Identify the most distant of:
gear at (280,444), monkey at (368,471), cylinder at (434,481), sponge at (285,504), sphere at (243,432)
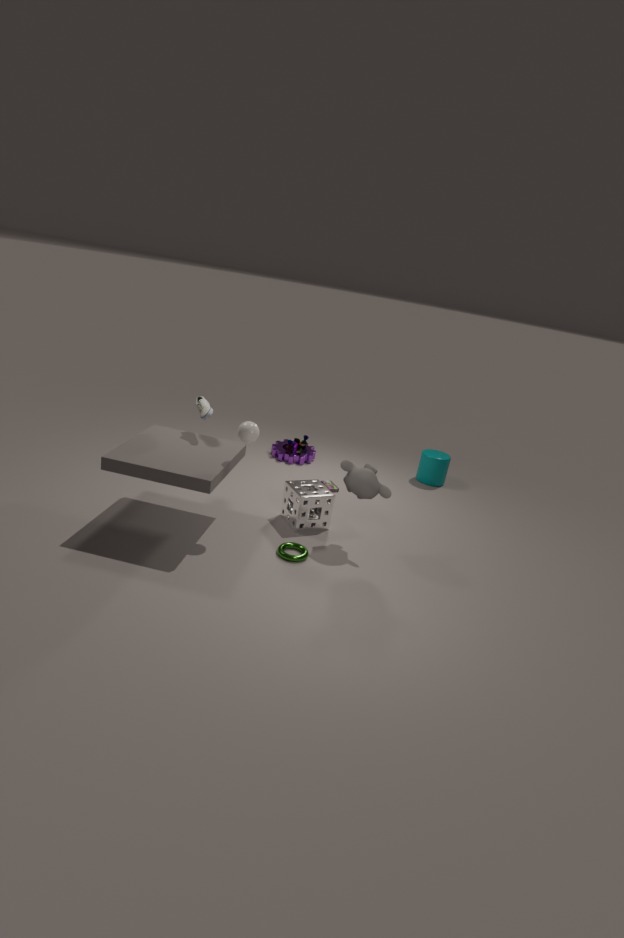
gear at (280,444)
